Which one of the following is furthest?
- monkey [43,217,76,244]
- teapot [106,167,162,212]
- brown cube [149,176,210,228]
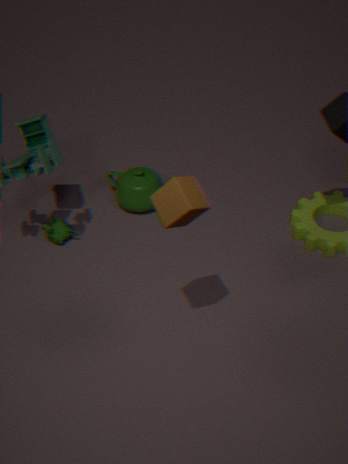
teapot [106,167,162,212]
